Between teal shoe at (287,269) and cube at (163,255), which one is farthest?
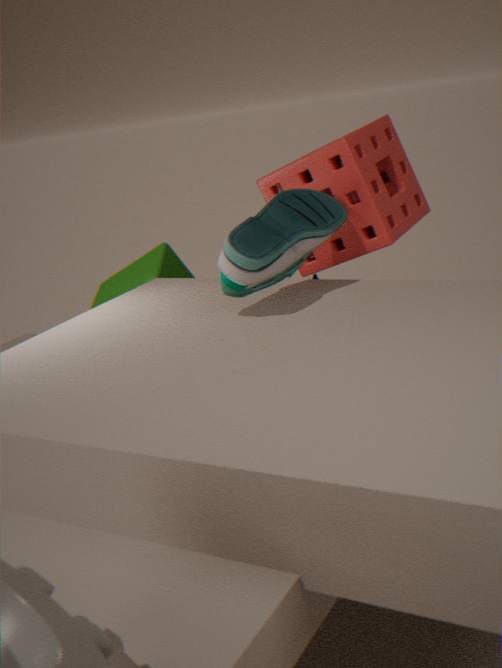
cube at (163,255)
